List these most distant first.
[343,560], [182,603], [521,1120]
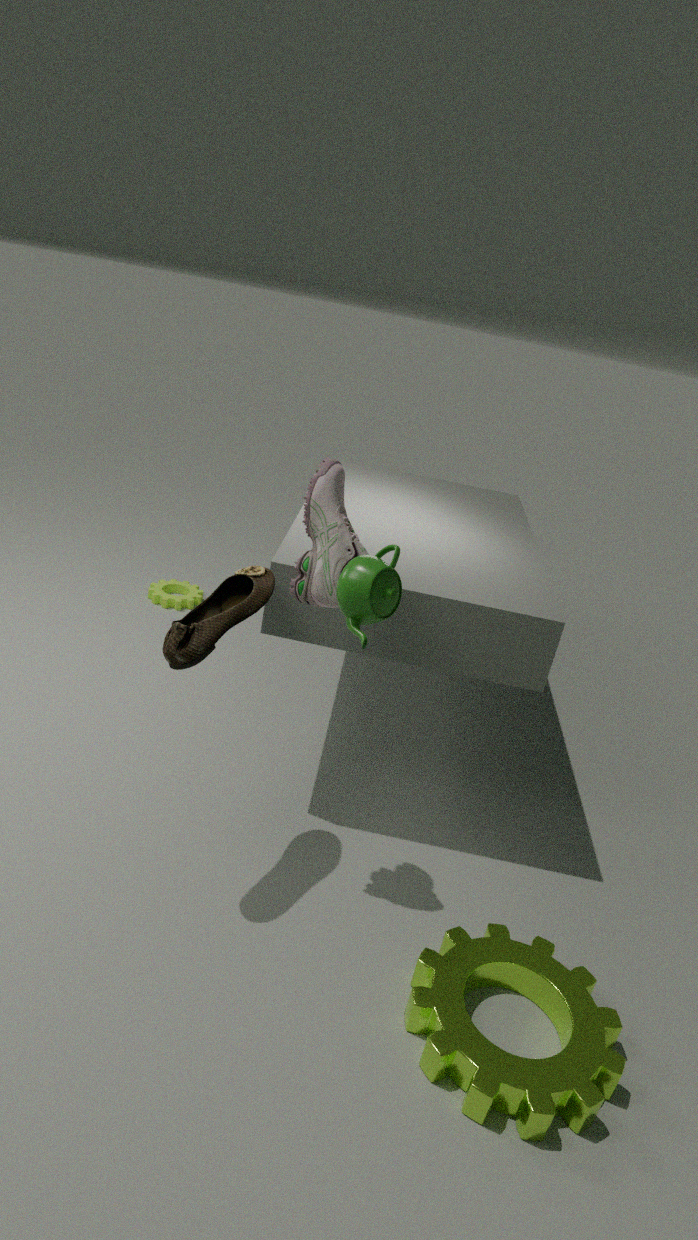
[182,603] < [343,560] < [521,1120]
